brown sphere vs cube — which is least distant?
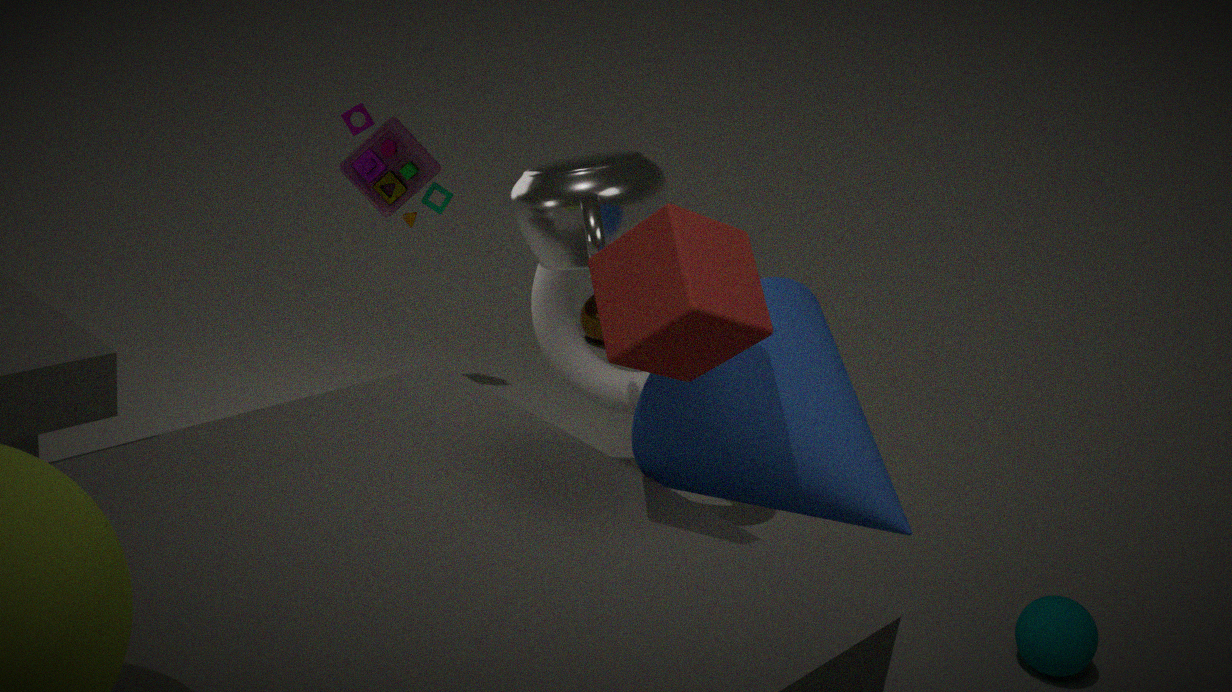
cube
